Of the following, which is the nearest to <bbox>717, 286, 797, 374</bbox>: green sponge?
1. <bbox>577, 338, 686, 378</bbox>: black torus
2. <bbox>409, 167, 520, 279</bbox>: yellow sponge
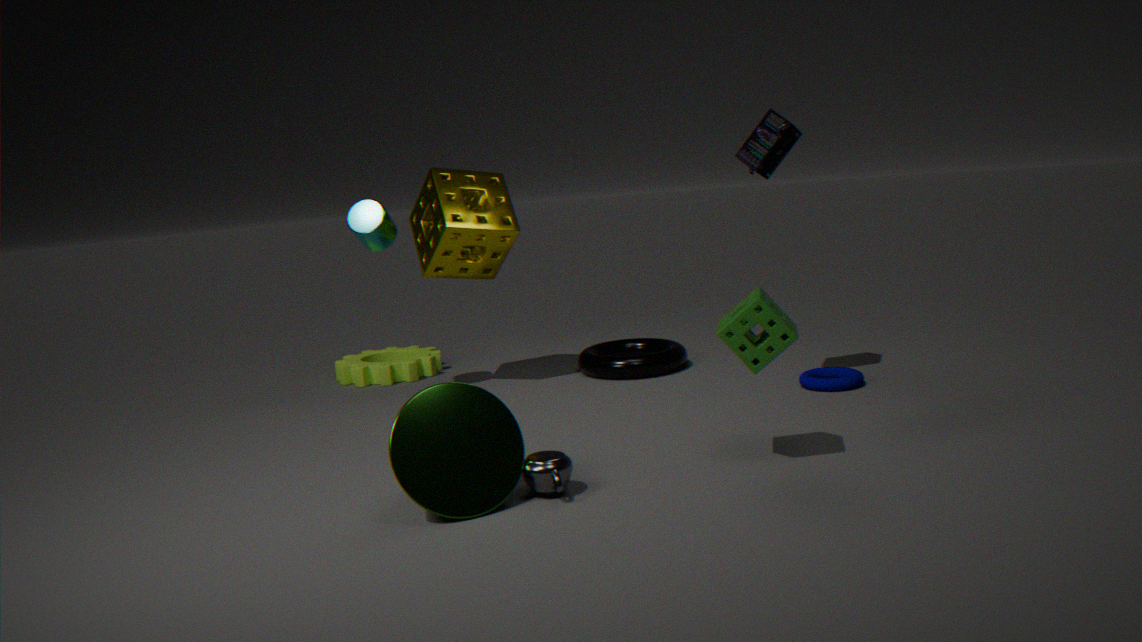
<bbox>577, 338, 686, 378</bbox>: black torus
